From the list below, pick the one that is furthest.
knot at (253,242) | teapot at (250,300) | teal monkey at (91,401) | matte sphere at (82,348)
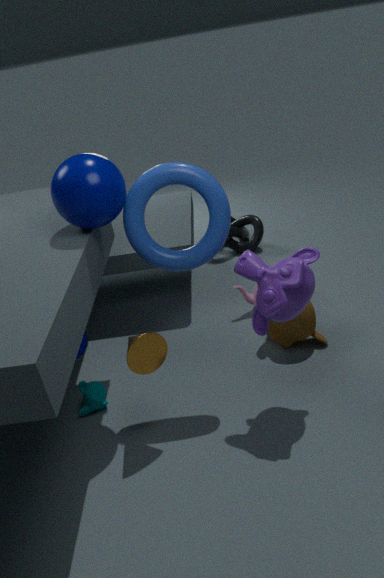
knot at (253,242)
